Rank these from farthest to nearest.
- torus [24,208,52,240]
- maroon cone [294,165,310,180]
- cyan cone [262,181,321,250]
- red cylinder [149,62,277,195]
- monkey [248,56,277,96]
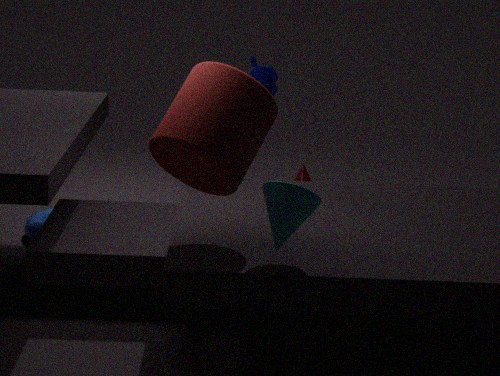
maroon cone [294,165,310,180] < torus [24,208,52,240] < monkey [248,56,277,96] < red cylinder [149,62,277,195] < cyan cone [262,181,321,250]
